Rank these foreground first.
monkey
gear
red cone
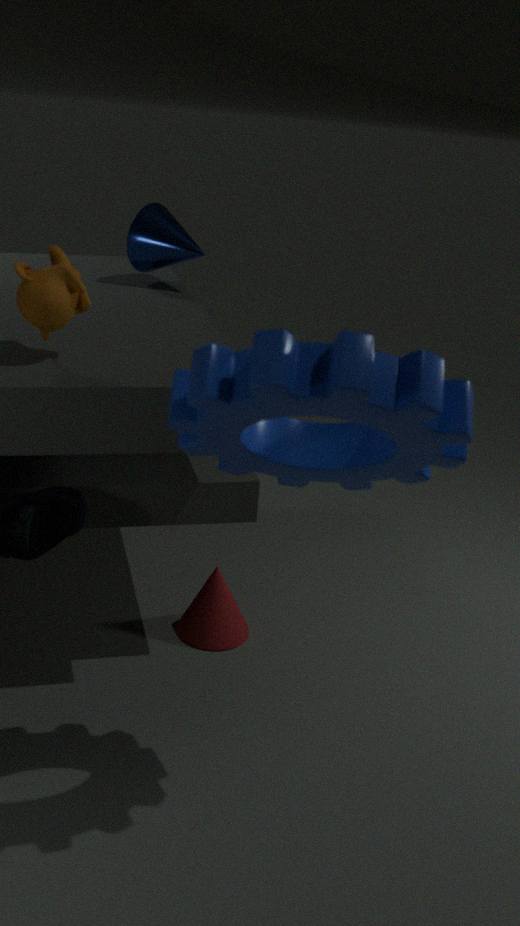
gear → monkey → red cone
